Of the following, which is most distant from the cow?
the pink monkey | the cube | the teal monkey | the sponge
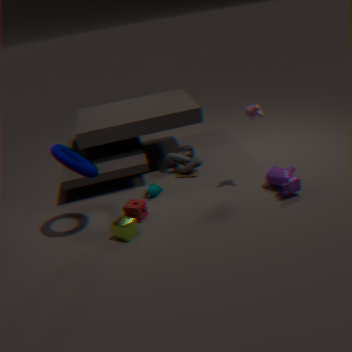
the cube
